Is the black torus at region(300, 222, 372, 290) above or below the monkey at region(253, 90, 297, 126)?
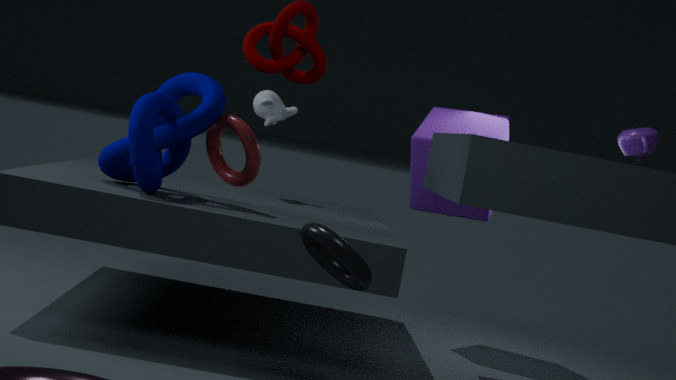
below
